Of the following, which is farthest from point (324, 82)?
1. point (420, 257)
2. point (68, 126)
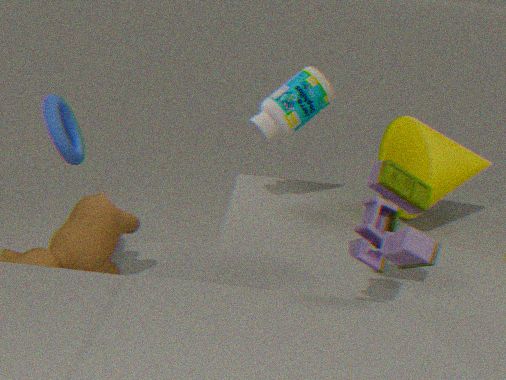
point (420, 257)
